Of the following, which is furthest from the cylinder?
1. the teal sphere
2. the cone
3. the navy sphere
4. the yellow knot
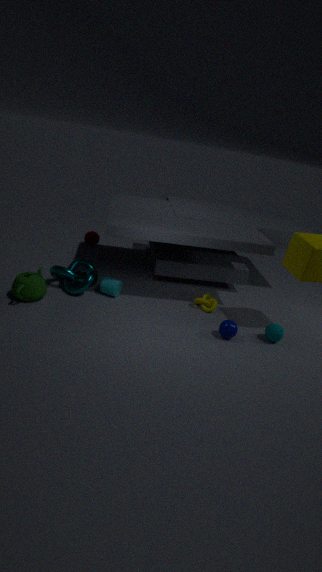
the teal sphere
